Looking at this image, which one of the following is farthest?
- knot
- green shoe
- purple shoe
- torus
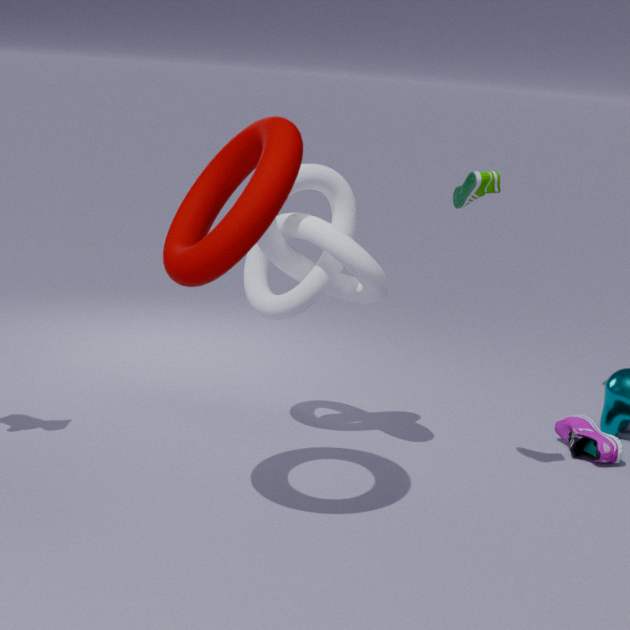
purple shoe
